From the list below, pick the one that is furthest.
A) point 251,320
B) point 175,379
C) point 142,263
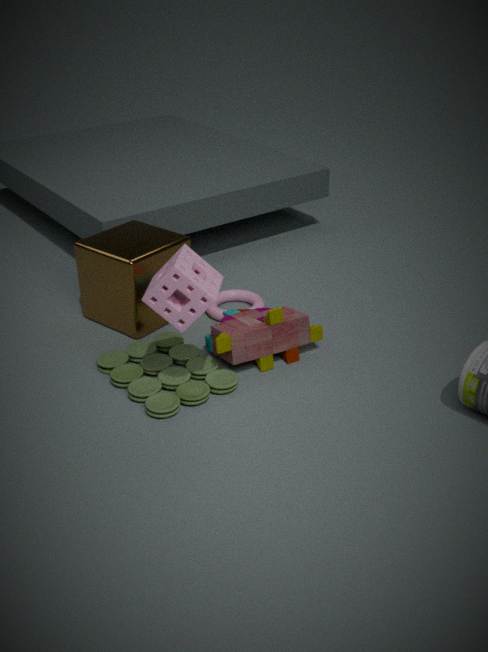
point 142,263
